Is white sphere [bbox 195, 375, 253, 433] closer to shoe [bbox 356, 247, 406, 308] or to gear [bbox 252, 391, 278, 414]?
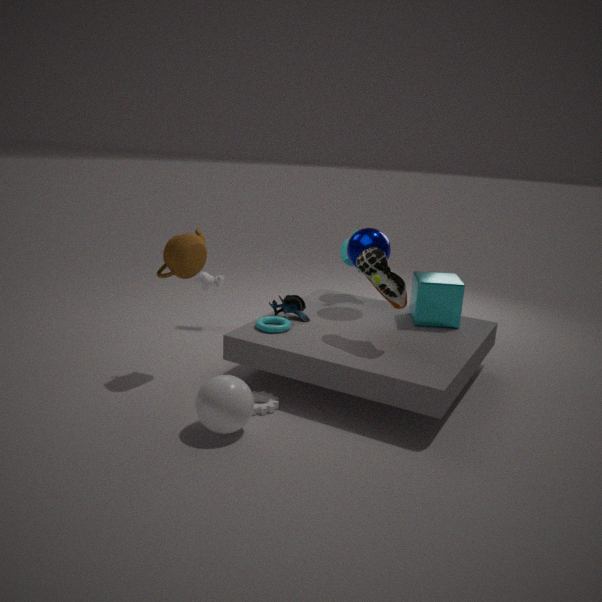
gear [bbox 252, 391, 278, 414]
